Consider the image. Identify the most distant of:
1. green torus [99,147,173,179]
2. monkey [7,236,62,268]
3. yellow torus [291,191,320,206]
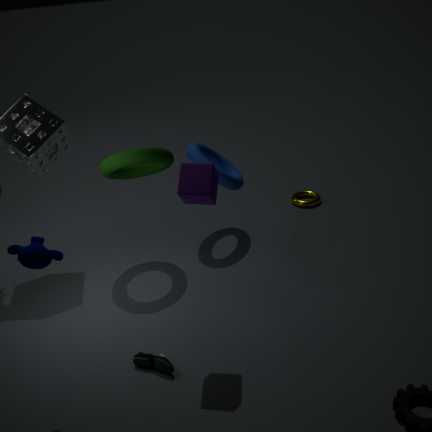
yellow torus [291,191,320,206]
